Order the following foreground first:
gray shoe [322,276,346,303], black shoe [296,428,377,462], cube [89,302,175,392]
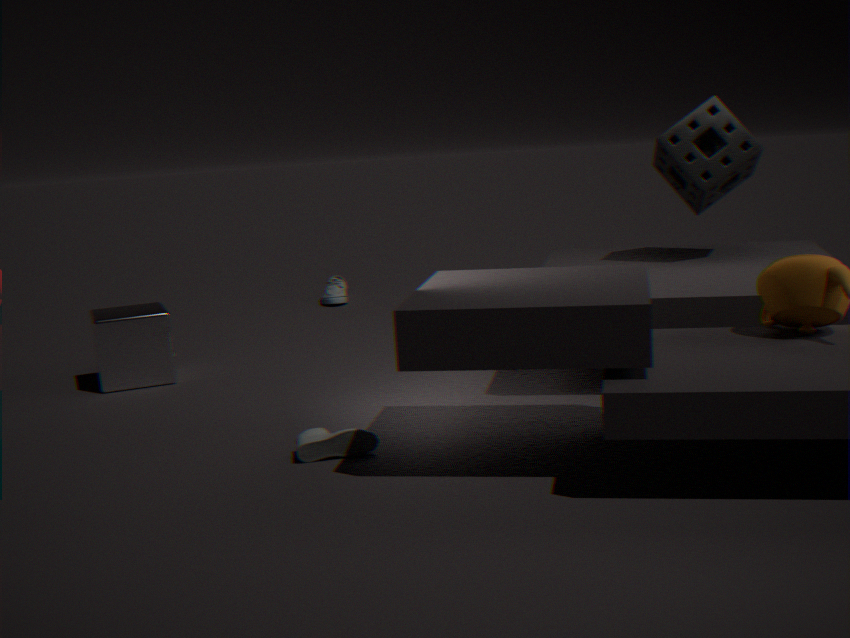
black shoe [296,428,377,462] < cube [89,302,175,392] < gray shoe [322,276,346,303]
